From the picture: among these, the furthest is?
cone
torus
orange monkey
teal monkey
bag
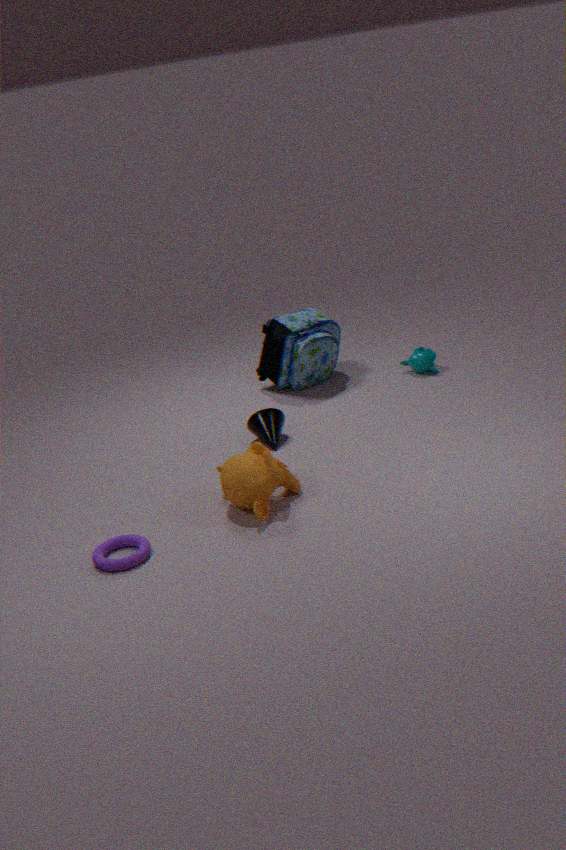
teal monkey
